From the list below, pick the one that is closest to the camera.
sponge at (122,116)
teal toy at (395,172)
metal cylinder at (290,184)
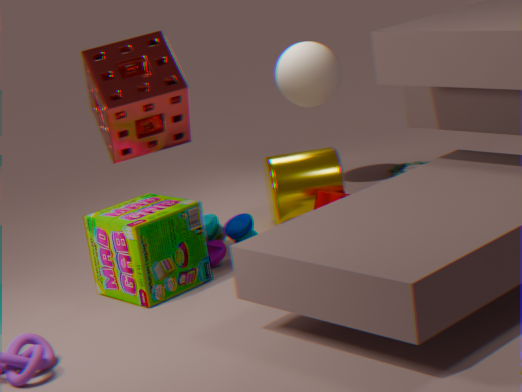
sponge at (122,116)
